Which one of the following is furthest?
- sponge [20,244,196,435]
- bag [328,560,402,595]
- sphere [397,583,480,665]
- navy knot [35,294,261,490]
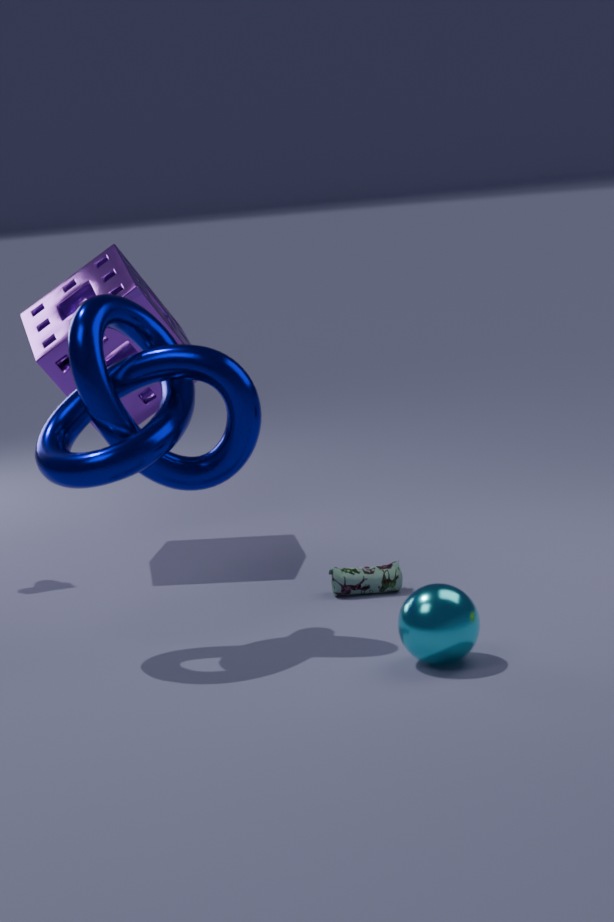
sponge [20,244,196,435]
